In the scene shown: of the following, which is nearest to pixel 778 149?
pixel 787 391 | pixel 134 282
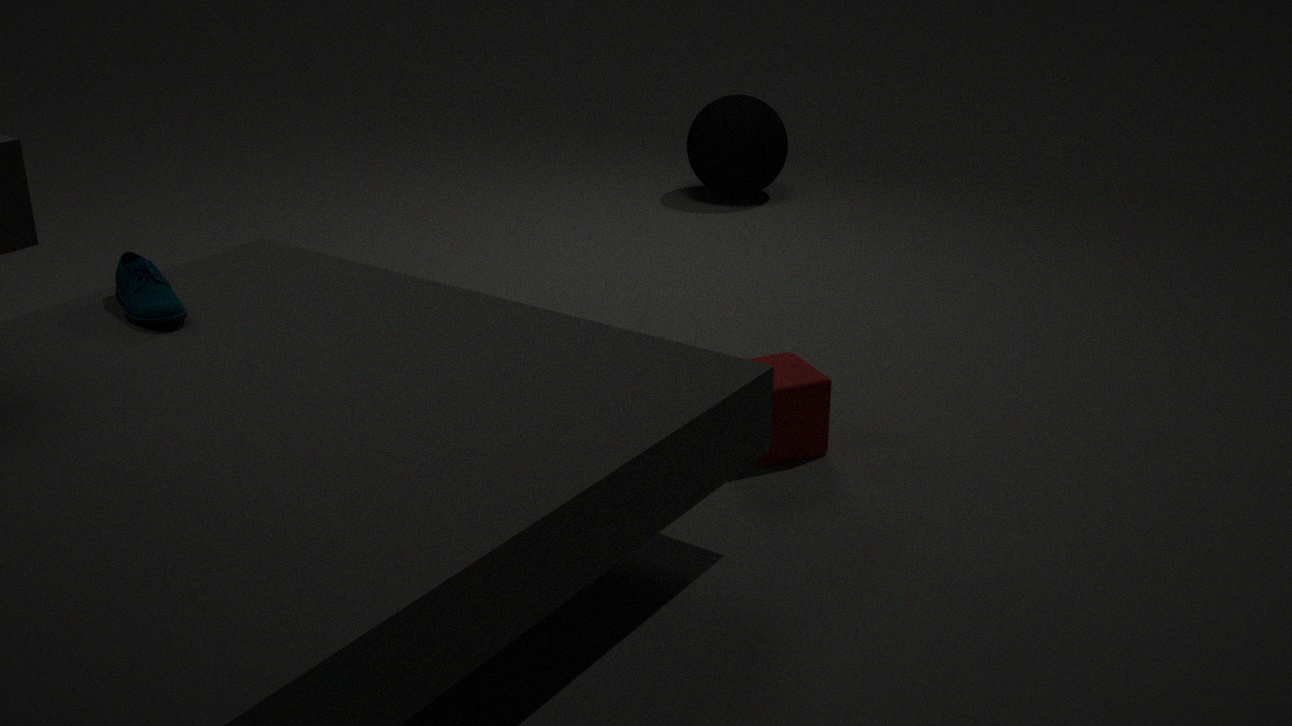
pixel 787 391
